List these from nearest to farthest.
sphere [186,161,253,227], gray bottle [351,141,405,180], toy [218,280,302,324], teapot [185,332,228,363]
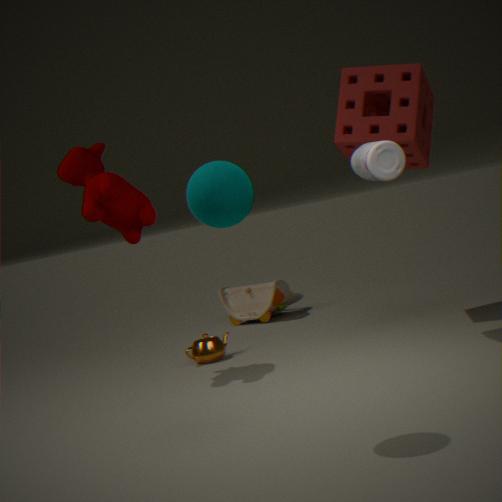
sphere [186,161,253,227], gray bottle [351,141,405,180], teapot [185,332,228,363], toy [218,280,302,324]
